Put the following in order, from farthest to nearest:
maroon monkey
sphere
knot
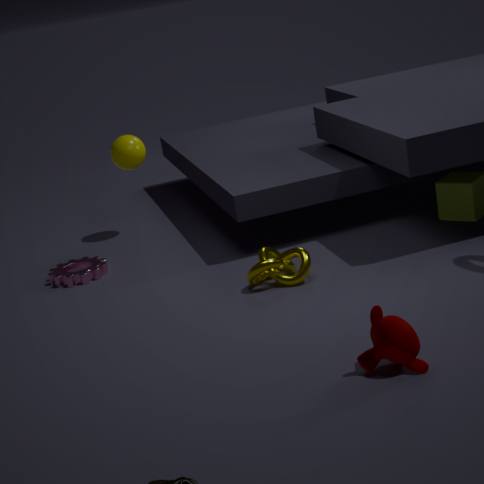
sphere < knot < maroon monkey
